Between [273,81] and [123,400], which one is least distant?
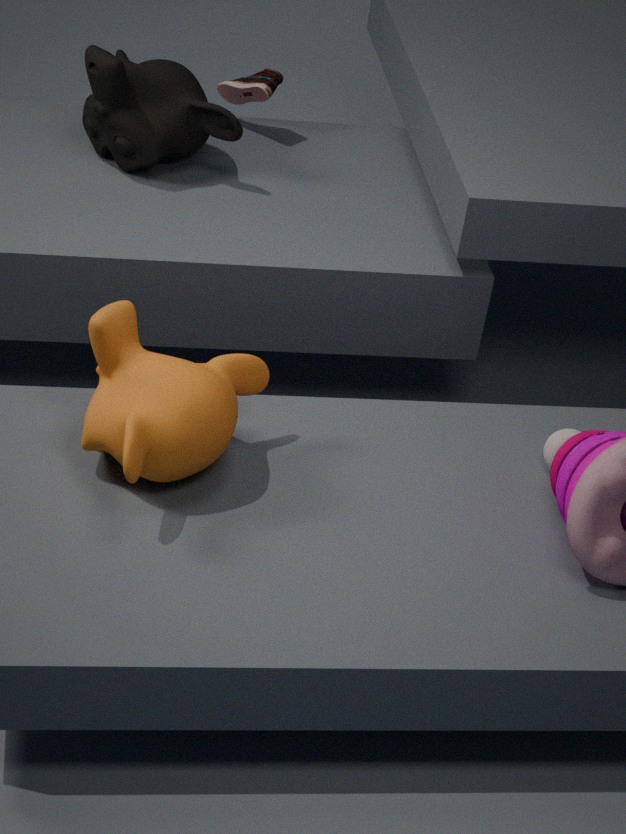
[123,400]
